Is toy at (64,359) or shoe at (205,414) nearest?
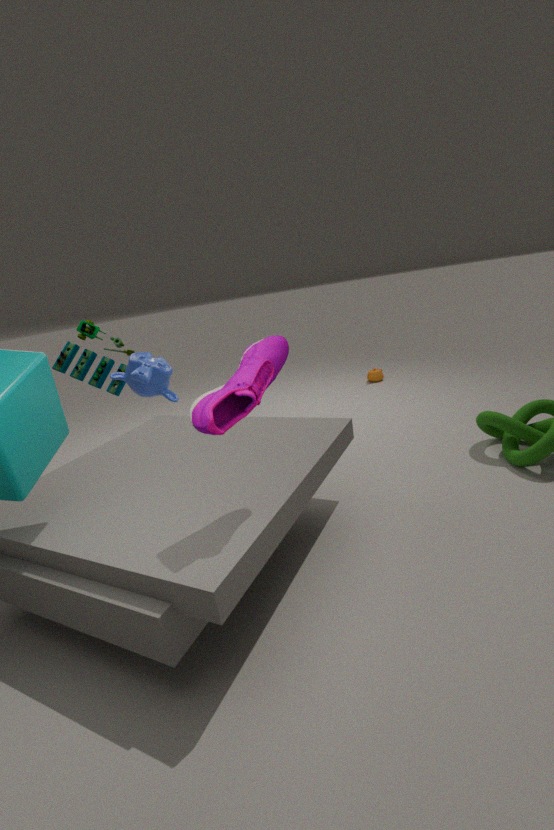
shoe at (205,414)
